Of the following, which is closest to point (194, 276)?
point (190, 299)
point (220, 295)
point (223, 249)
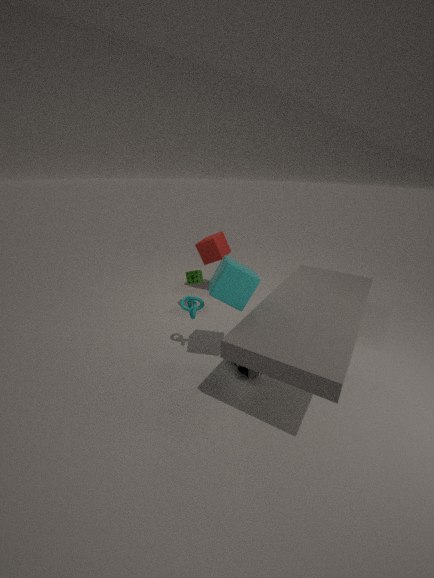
point (223, 249)
